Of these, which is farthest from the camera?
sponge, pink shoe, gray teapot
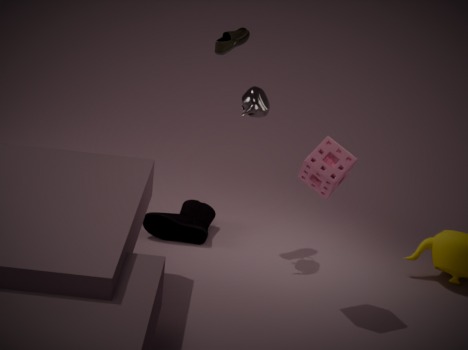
pink shoe
